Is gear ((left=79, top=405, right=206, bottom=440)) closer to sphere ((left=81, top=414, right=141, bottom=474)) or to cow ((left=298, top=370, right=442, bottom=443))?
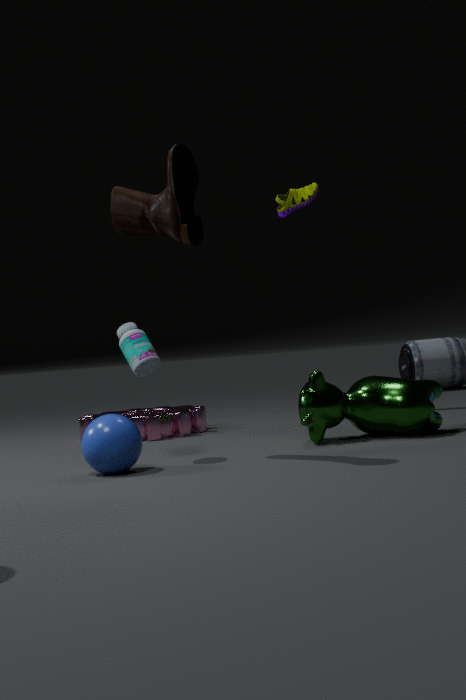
cow ((left=298, top=370, right=442, bottom=443))
